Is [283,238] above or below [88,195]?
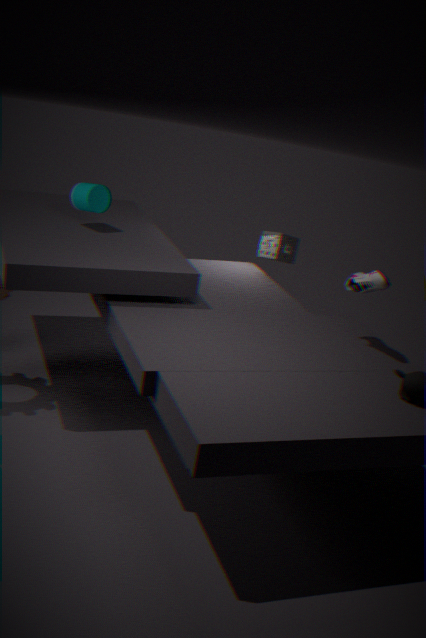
below
